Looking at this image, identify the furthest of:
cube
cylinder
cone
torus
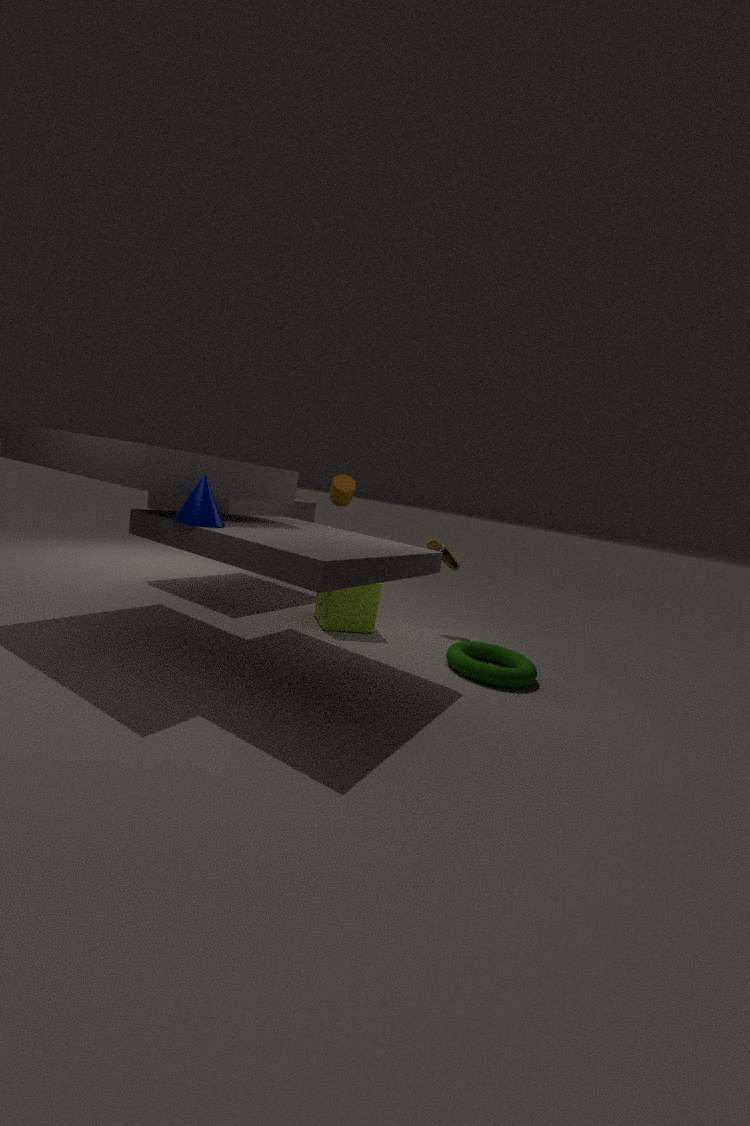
cylinder
